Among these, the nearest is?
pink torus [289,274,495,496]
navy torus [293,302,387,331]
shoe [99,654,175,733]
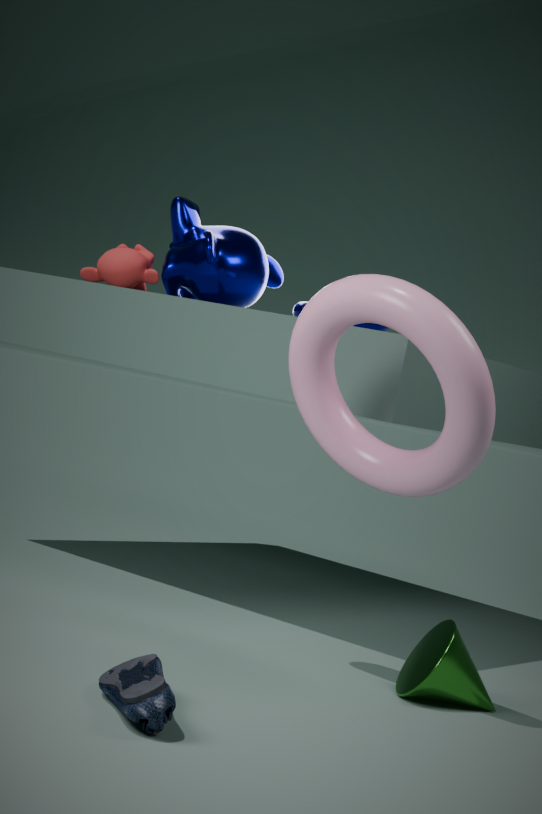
shoe [99,654,175,733]
